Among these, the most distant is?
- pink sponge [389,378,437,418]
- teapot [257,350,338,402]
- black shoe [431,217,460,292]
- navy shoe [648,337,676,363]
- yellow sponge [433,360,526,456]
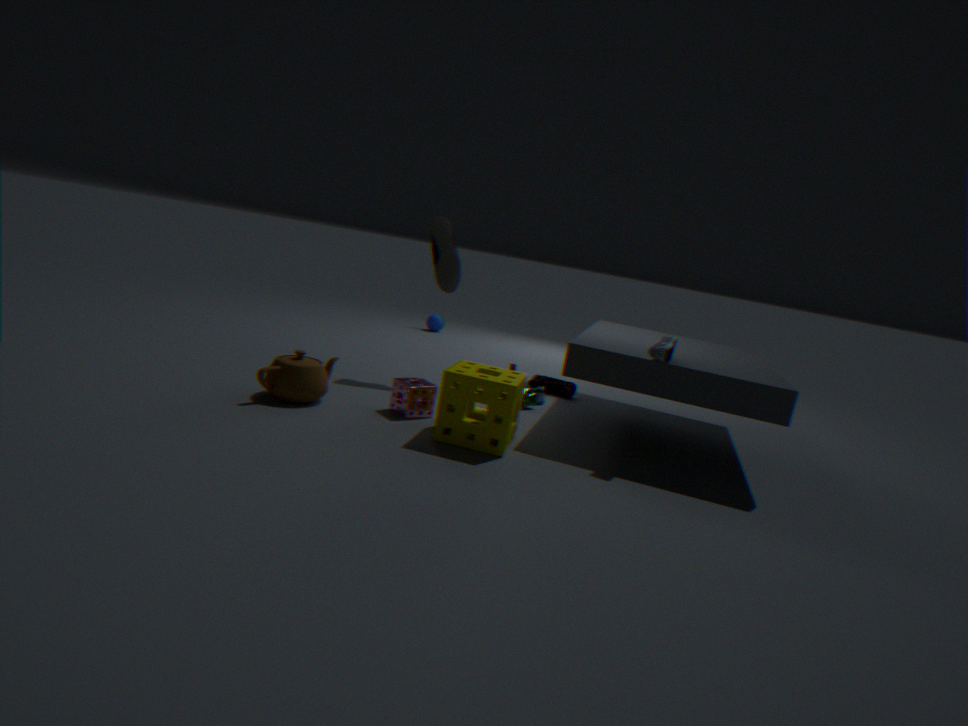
black shoe [431,217,460,292]
